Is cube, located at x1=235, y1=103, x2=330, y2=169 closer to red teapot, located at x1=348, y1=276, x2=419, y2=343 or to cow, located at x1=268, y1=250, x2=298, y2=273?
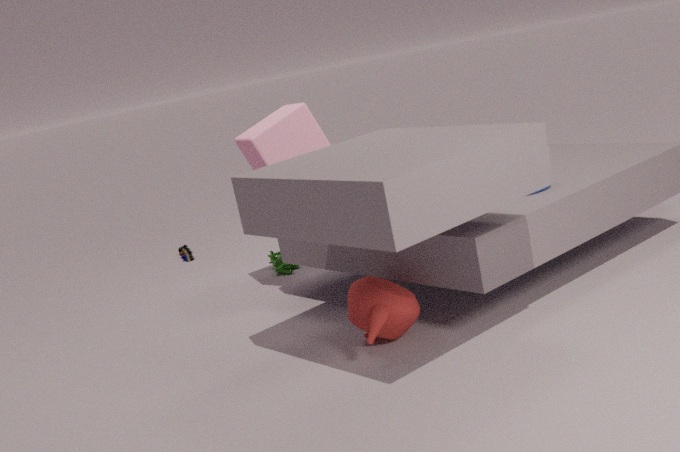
cow, located at x1=268, y1=250, x2=298, y2=273
